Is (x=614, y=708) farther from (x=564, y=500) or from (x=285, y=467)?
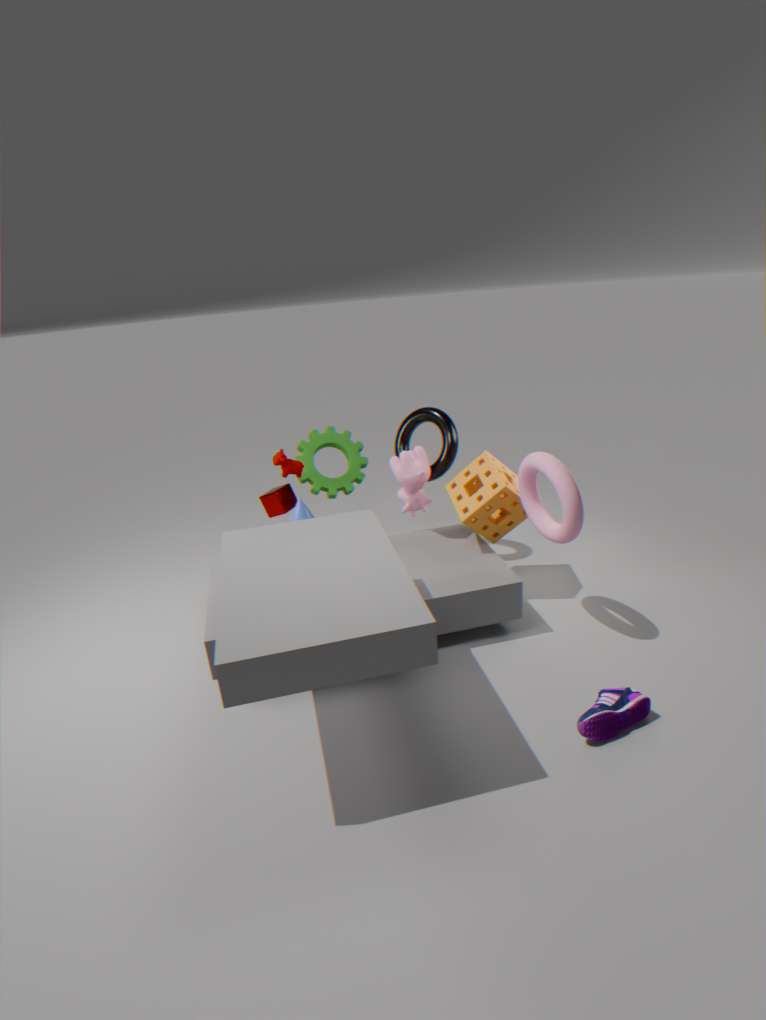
(x=285, y=467)
